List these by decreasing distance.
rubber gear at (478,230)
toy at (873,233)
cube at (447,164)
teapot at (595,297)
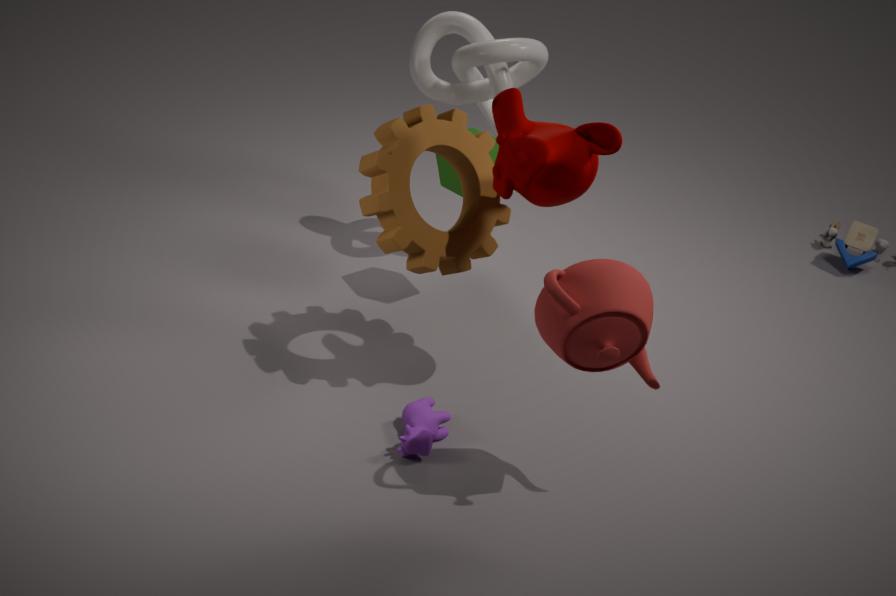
1. toy at (873,233)
2. cube at (447,164)
3. rubber gear at (478,230)
4. teapot at (595,297)
